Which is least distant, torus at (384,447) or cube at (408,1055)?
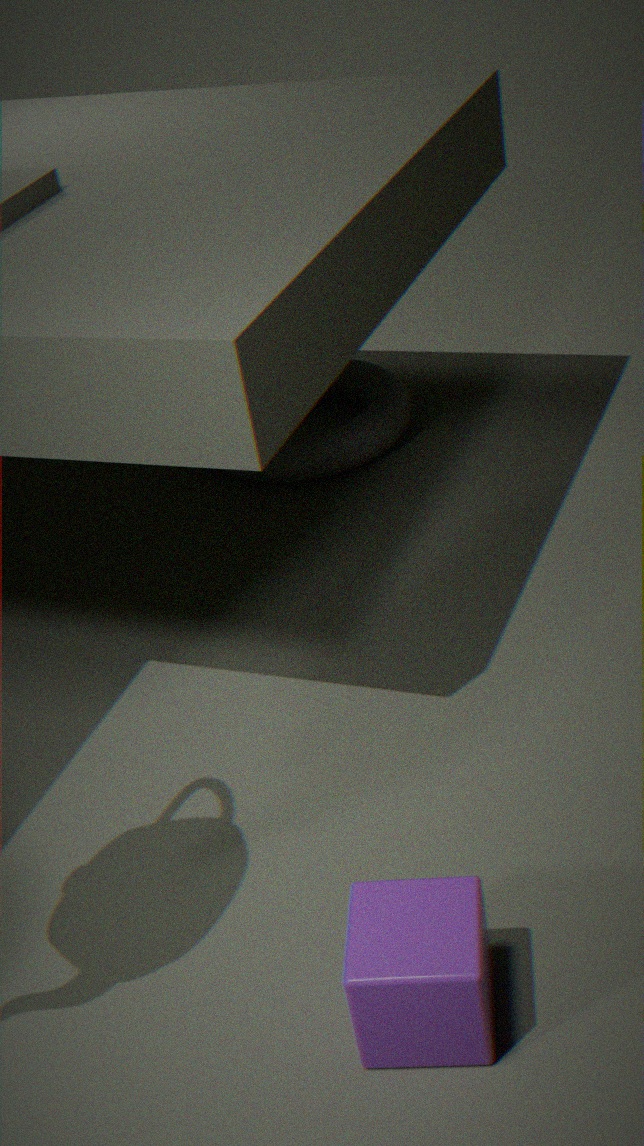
cube at (408,1055)
